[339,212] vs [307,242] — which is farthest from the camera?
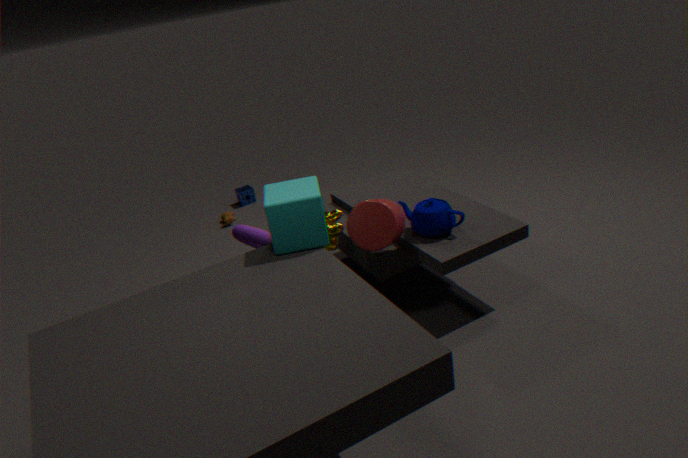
[339,212]
